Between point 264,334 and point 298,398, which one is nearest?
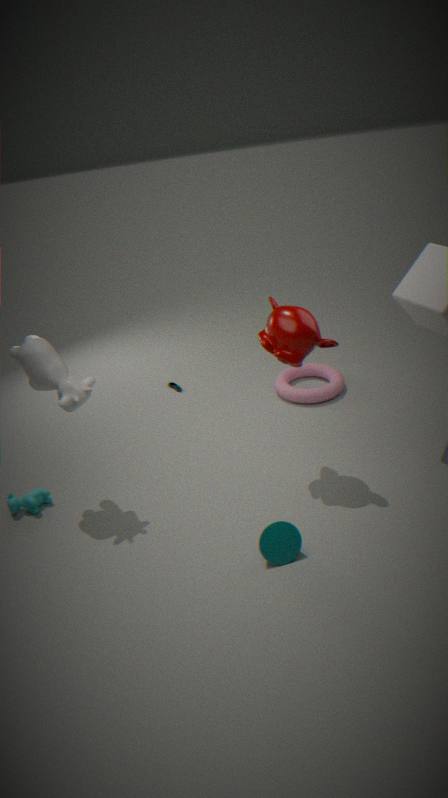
point 264,334
